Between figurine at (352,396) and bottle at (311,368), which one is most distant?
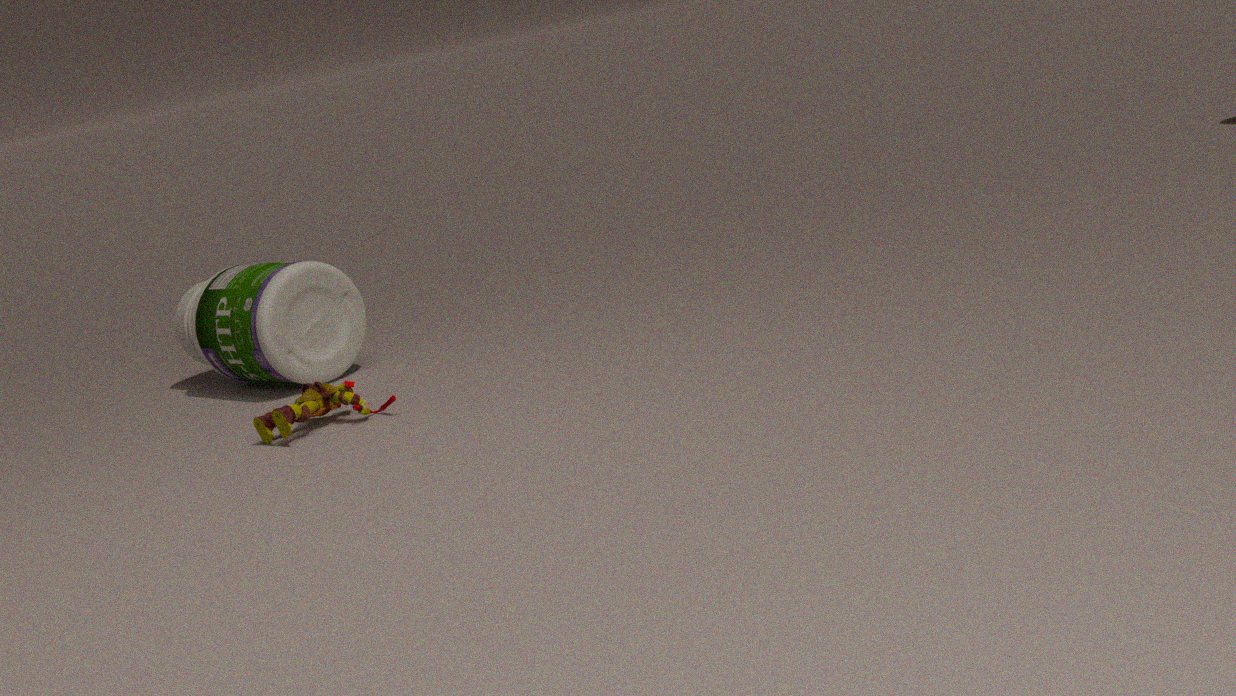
bottle at (311,368)
